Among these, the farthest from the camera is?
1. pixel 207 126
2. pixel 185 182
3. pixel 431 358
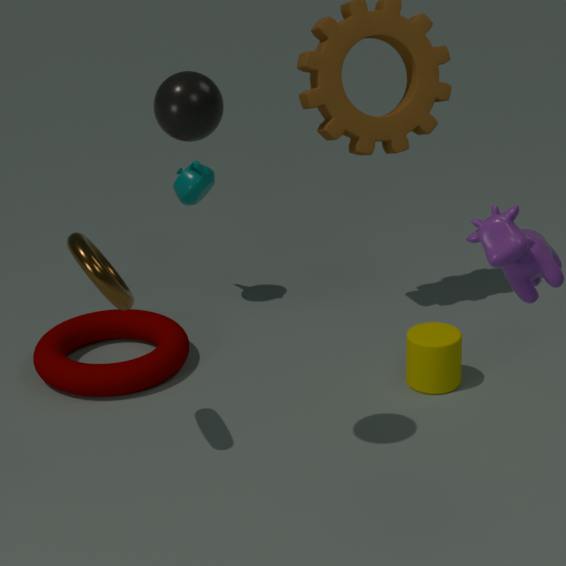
pixel 185 182
